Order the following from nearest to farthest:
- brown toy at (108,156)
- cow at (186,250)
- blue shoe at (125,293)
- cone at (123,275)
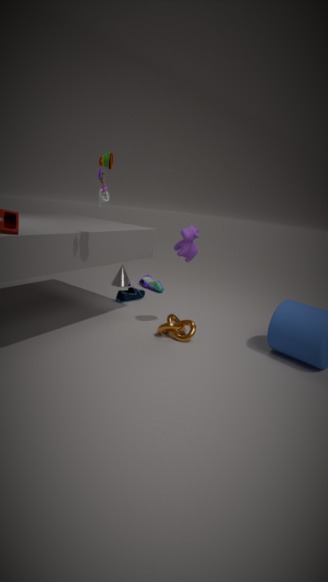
brown toy at (108,156)
cow at (186,250)
blue shoe at (125,293)
cone at (123,275)
